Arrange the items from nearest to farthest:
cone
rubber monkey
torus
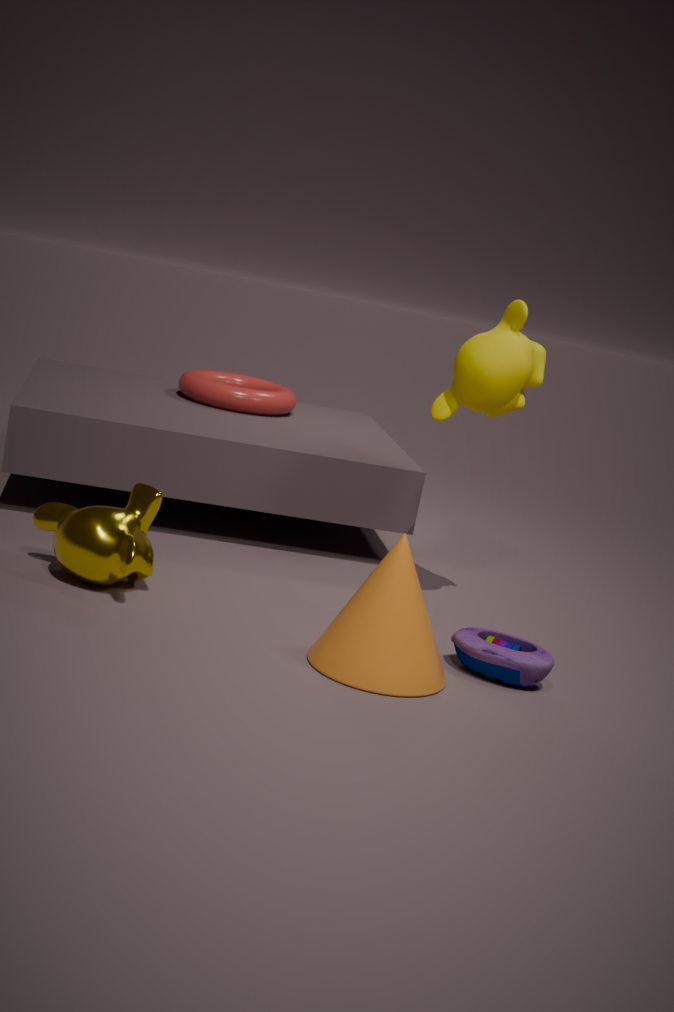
1. cone
2. rubber monkey
3. torus
